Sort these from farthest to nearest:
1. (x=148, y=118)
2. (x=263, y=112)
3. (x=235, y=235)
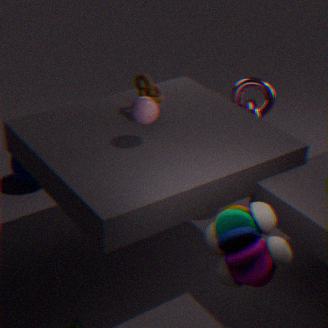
(x=263, y=112), (x=148, y=118), (x=235, y=235)
